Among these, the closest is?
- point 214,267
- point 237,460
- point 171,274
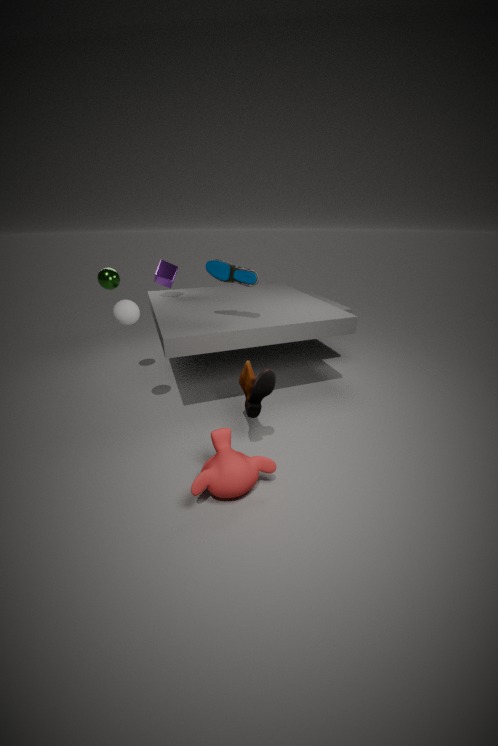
point 237,460
